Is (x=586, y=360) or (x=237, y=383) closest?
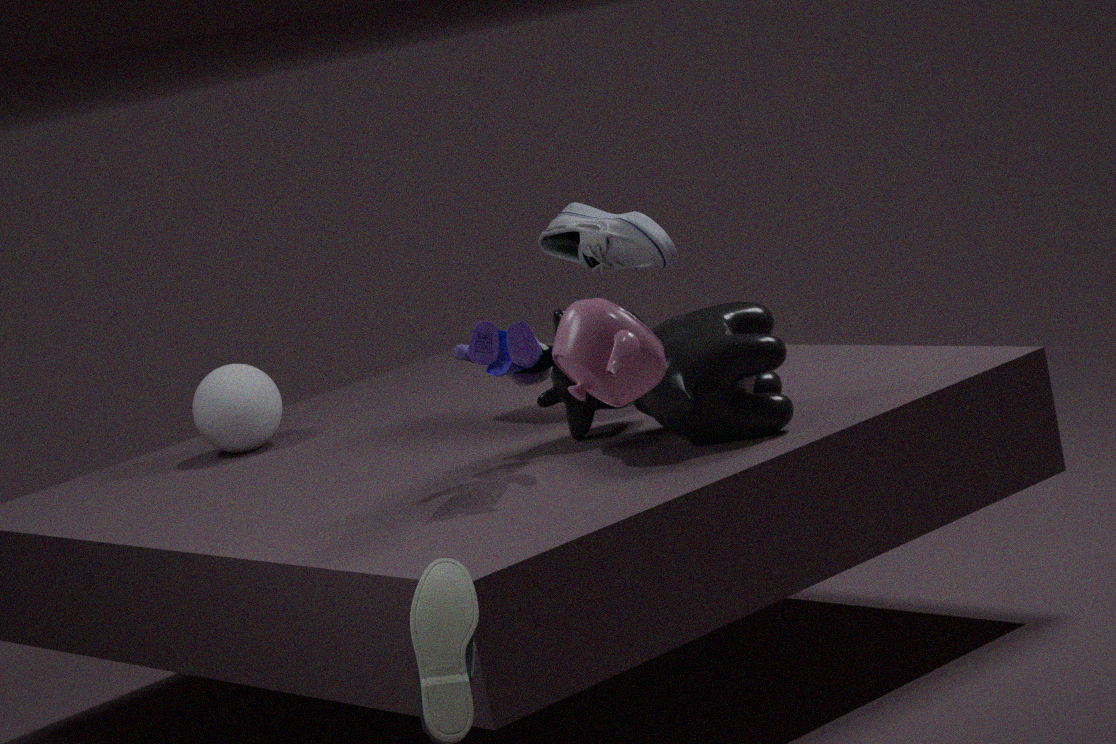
(x=586, y=360)
